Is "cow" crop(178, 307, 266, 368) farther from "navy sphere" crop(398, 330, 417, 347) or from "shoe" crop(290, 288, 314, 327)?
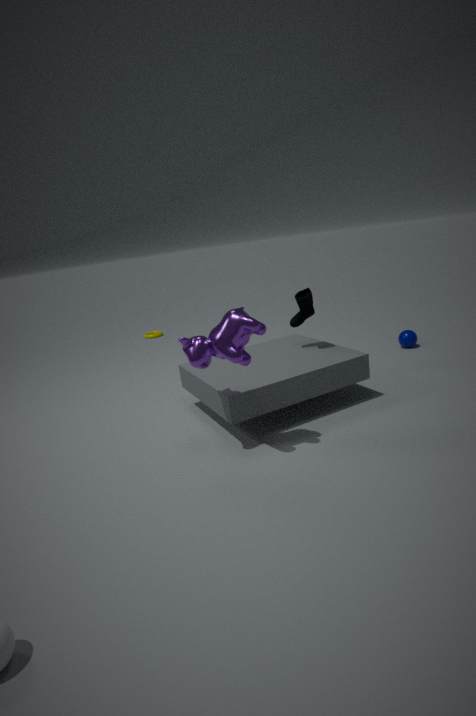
"navy sphere" crop(398, 330, 417, 347)
